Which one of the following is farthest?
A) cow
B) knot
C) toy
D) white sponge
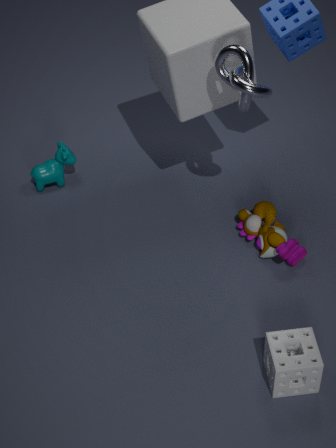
cow
